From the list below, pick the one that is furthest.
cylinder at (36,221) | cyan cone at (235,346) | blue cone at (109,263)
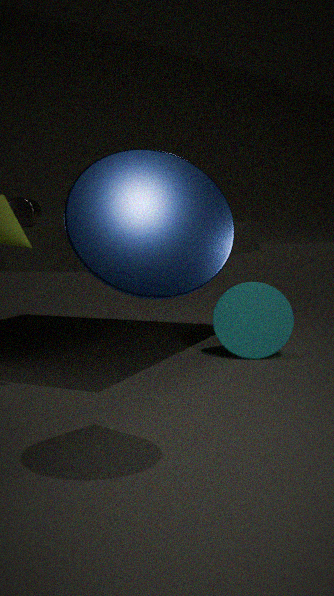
cylinder at (36,221)
